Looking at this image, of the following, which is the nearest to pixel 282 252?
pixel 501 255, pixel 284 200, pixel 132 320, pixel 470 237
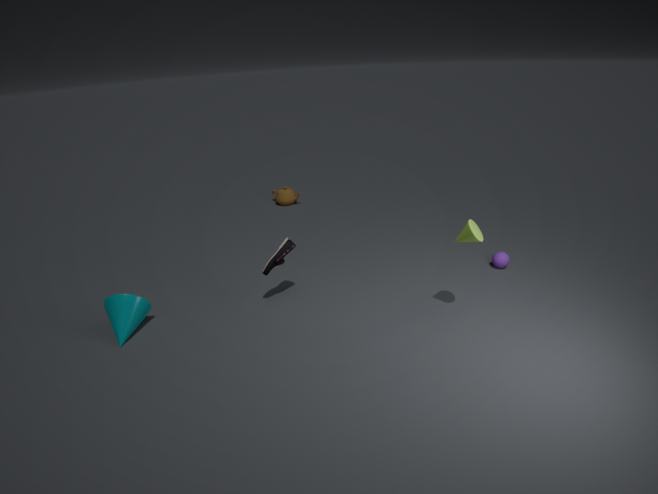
pixel 132 320
